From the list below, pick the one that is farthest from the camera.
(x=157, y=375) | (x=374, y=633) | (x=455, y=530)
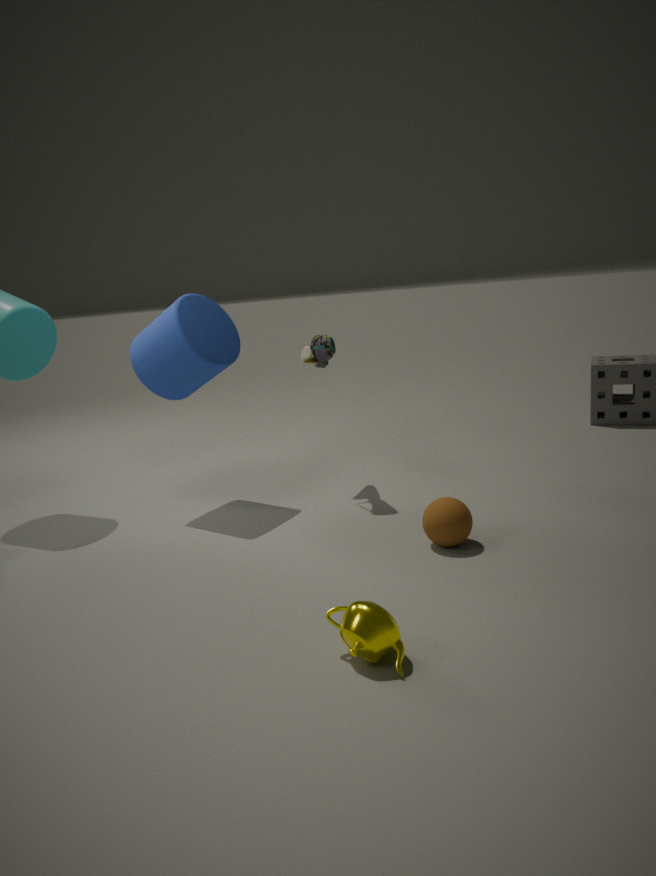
(x=157, y=375)
